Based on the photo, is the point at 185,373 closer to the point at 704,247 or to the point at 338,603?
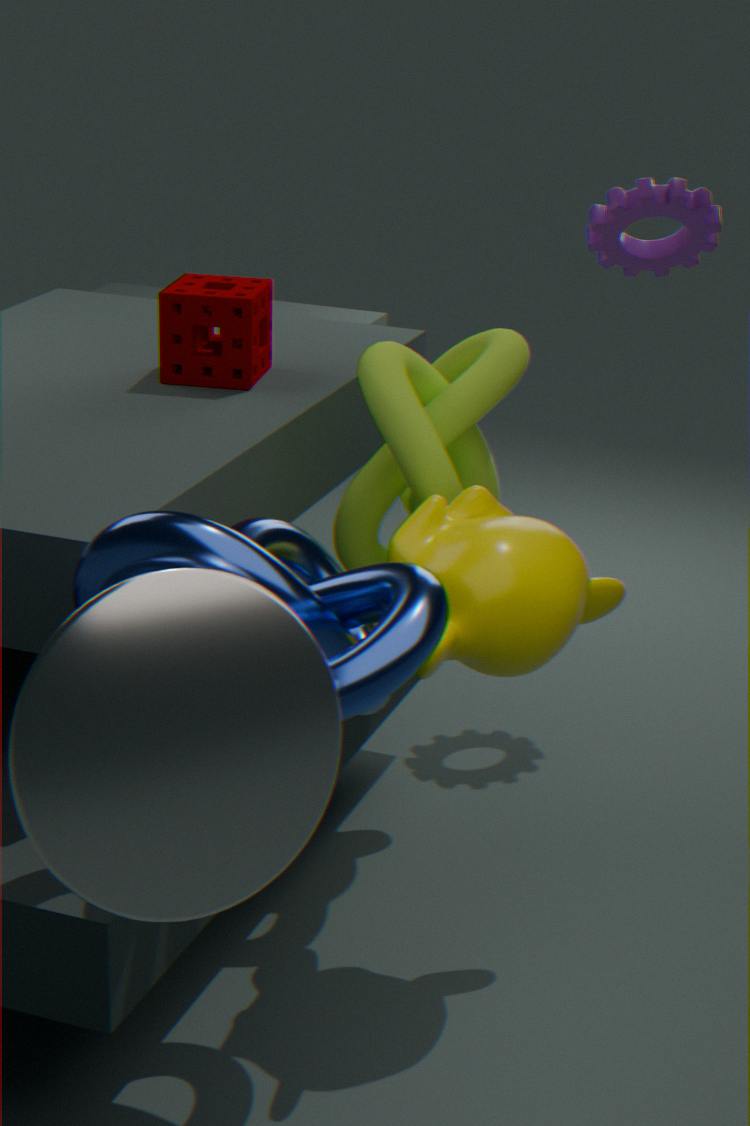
the point at 704,247
